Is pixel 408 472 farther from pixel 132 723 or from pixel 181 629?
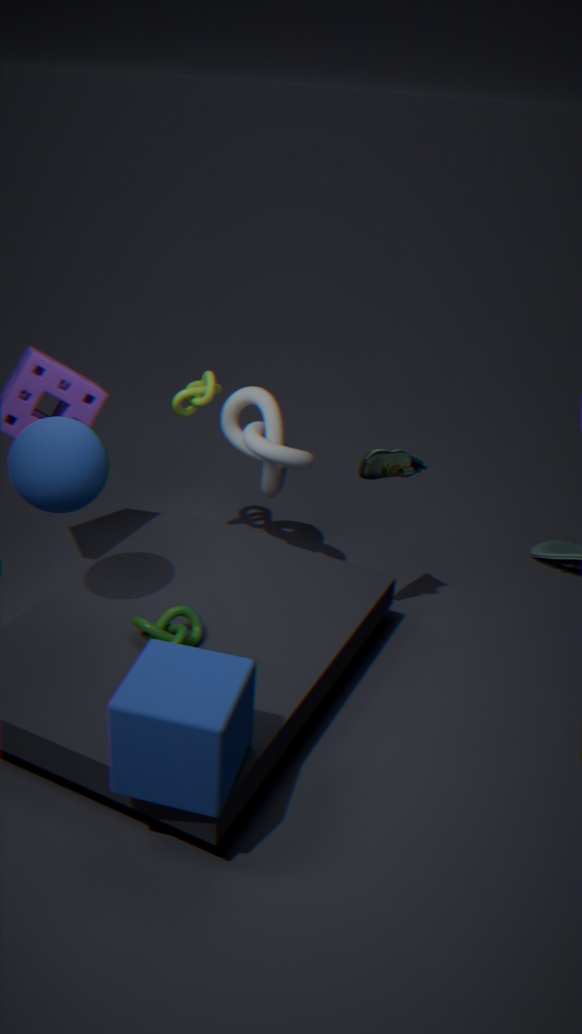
pixel 132 723
